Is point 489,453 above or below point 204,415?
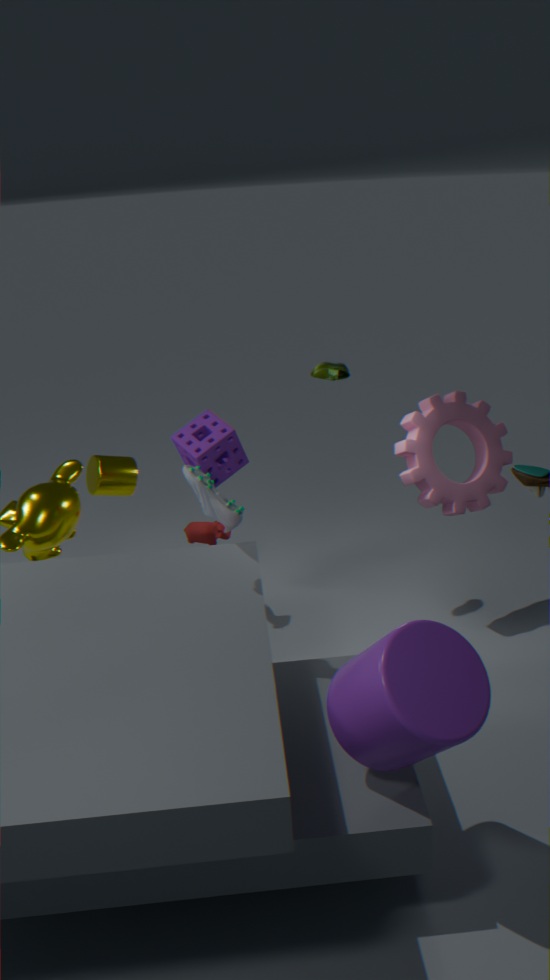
below
